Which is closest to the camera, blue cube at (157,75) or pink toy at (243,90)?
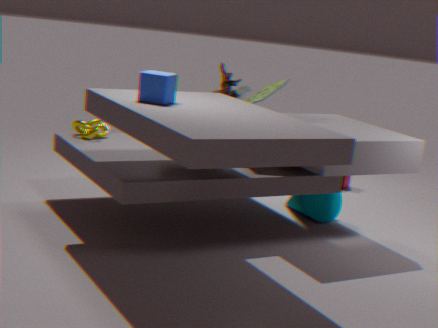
blue cube at (157,75)
